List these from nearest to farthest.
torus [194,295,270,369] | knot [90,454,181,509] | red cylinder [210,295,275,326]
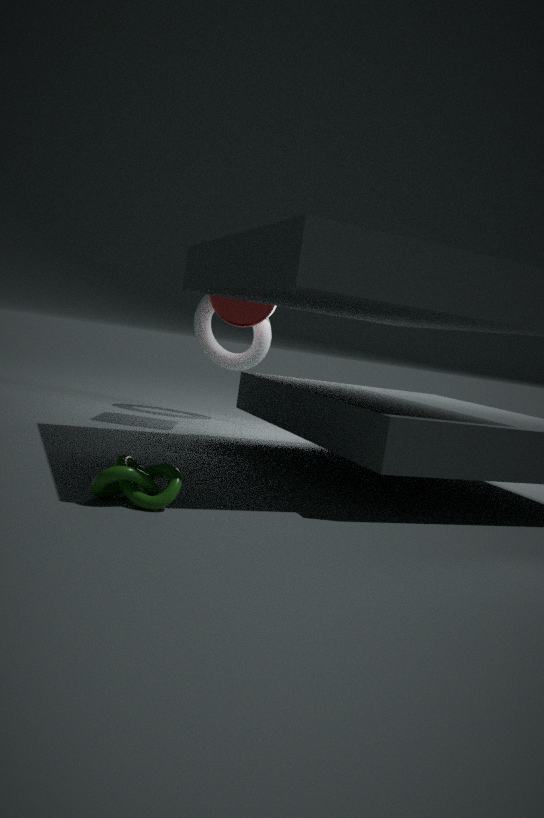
knot [90,454,181,509] → red cylinder [210,295,275,326] → torus [194,295,270,369]
